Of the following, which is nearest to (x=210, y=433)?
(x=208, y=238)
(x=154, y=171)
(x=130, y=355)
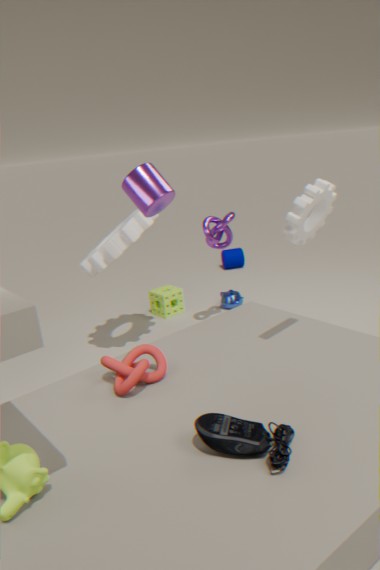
(x=130, y=355)
